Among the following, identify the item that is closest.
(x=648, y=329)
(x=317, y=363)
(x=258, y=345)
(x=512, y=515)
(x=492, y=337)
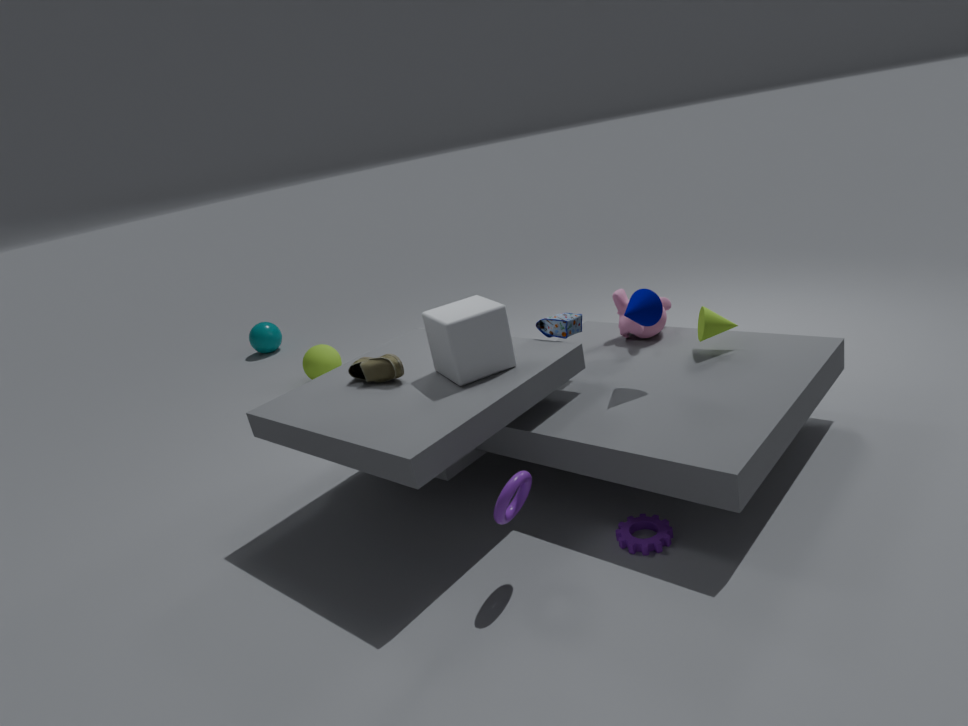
(x=512, y=515)
